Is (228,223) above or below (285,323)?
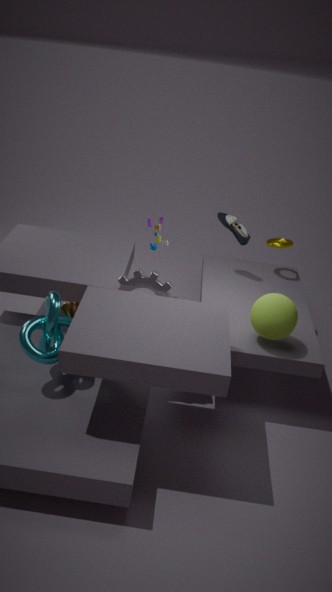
above
